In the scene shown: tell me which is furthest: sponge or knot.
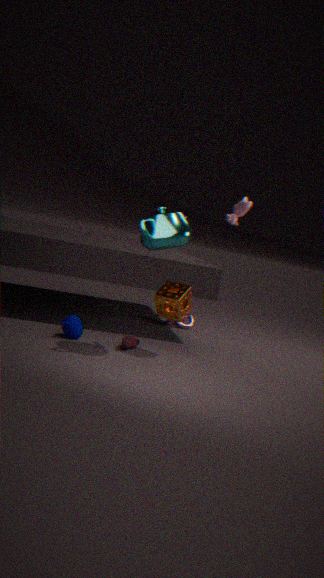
knot
